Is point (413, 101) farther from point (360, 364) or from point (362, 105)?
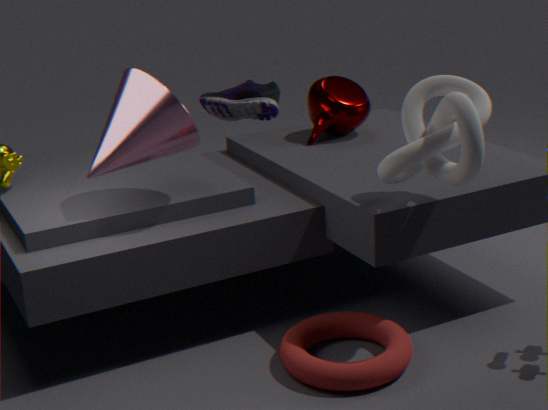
point (362, 105)
